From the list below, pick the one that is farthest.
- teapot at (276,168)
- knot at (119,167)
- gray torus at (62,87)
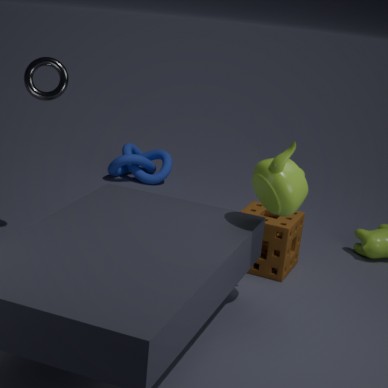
knot at (119,167)
